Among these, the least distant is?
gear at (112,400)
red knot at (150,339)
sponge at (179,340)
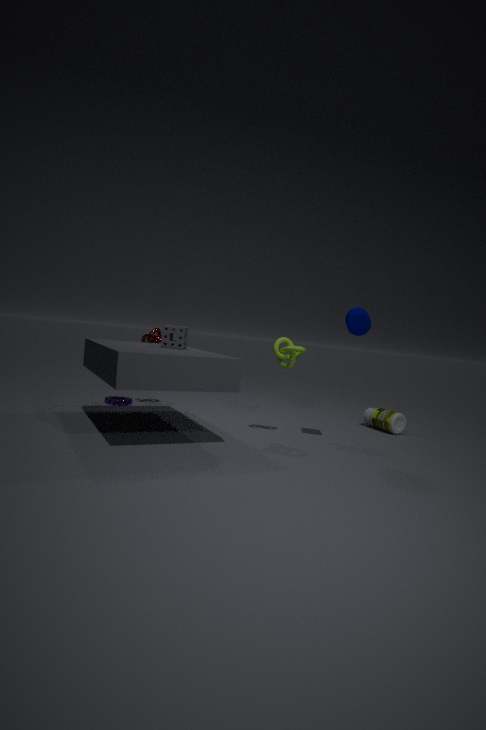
sponge at (179,340)
